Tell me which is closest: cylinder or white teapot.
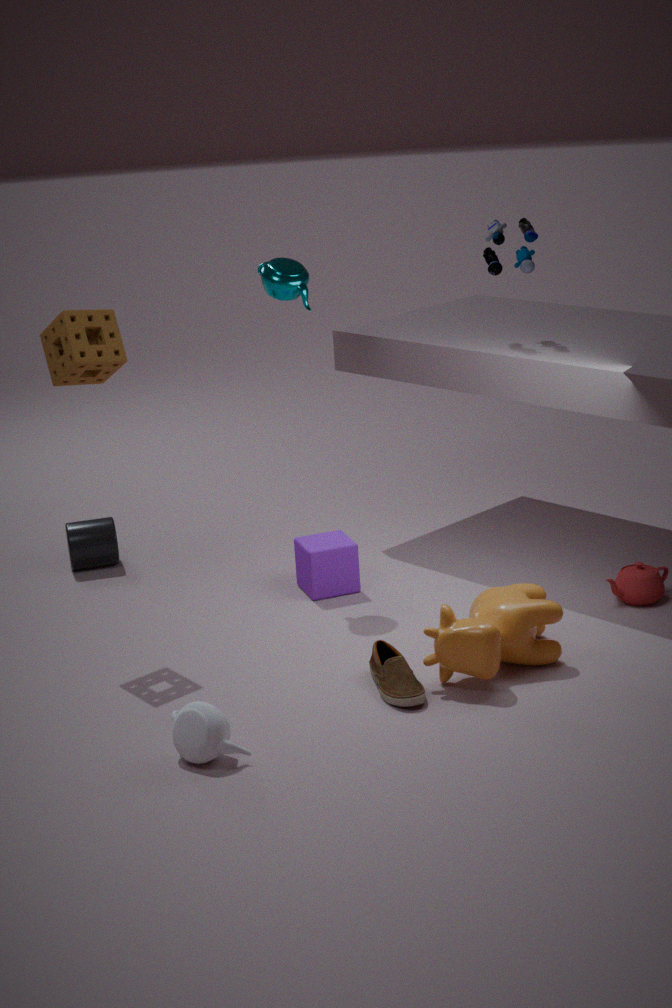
white teapot
